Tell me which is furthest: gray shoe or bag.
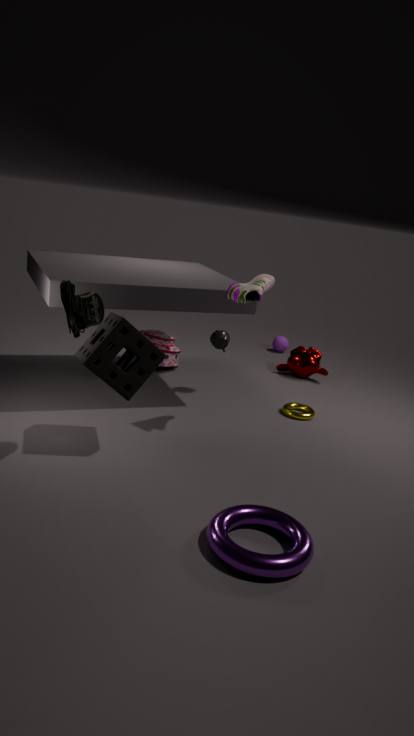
bag
